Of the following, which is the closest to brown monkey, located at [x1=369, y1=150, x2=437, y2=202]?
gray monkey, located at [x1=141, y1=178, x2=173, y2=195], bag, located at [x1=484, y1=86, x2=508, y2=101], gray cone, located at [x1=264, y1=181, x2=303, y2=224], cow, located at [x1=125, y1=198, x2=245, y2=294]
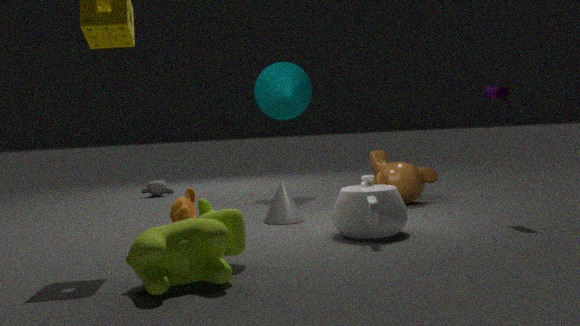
gray cone, located at [x1=264, y1=181, x2=303, y2=224]
